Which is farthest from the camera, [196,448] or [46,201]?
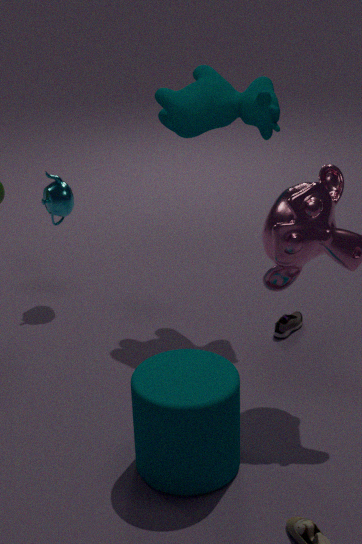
[46,201]
